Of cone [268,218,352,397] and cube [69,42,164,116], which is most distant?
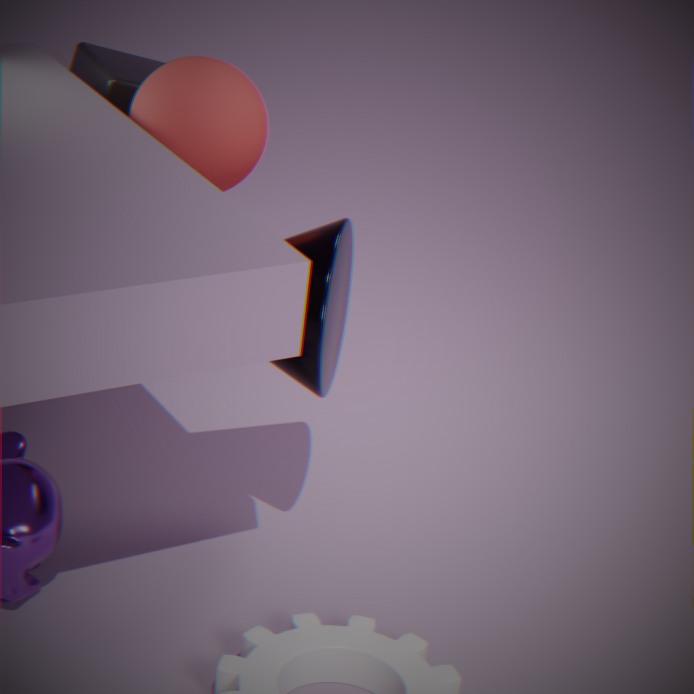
cube [69,42,164,116]
